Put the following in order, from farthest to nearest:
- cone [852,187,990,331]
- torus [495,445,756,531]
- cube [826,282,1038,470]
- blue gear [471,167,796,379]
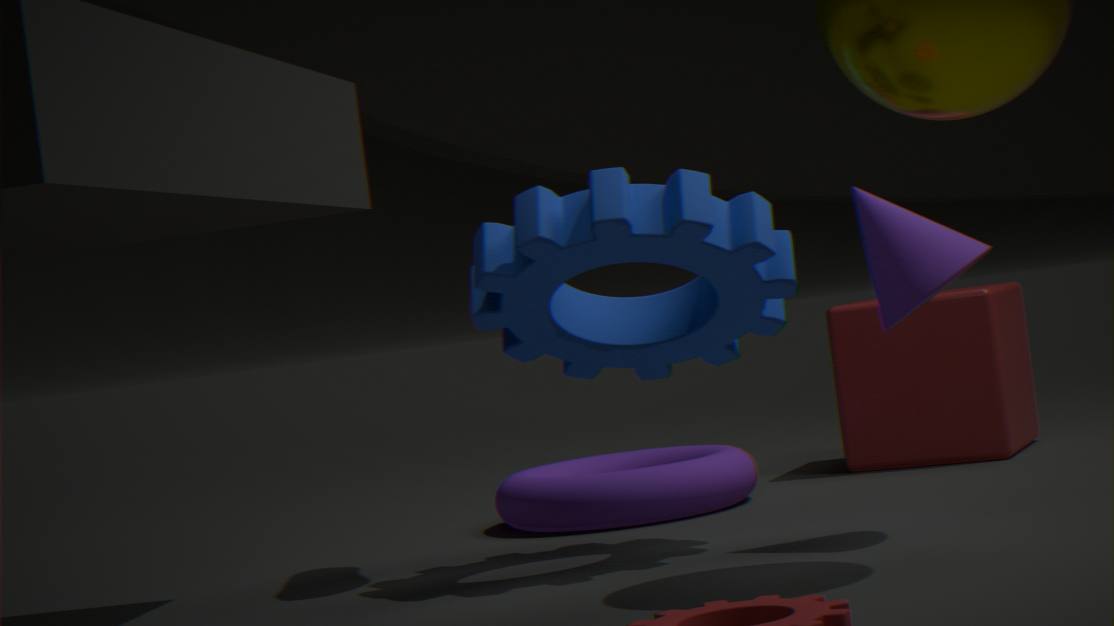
cube [826,282,1038,470] → torus [495,445,756,531] → blue gear [471,167,796,379] → cone [852,187,990,331]
